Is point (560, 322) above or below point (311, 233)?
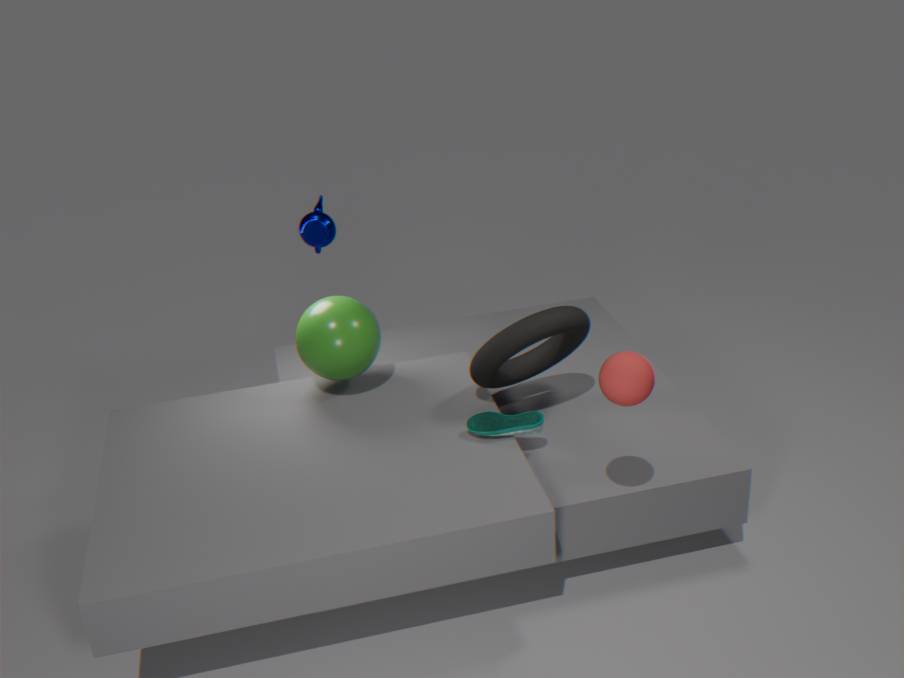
below
